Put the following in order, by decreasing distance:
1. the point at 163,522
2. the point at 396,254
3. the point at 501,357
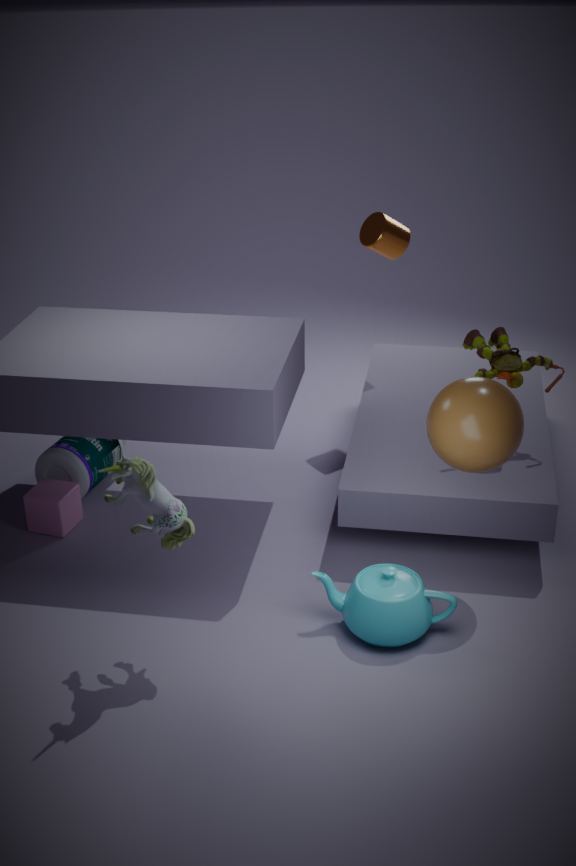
the point at 396,254, the point at 501,357, the point at 163,522
